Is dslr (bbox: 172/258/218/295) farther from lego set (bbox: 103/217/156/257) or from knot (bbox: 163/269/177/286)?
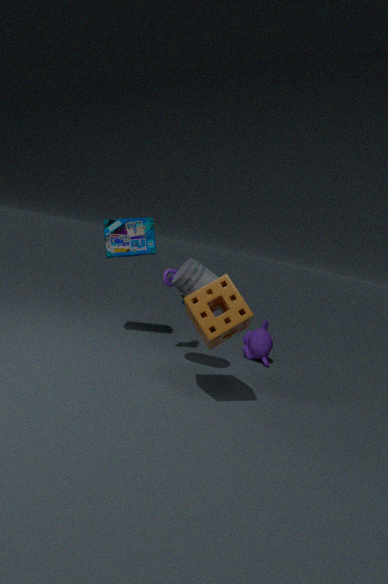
lego set (bbox: 103/217/156/257)
